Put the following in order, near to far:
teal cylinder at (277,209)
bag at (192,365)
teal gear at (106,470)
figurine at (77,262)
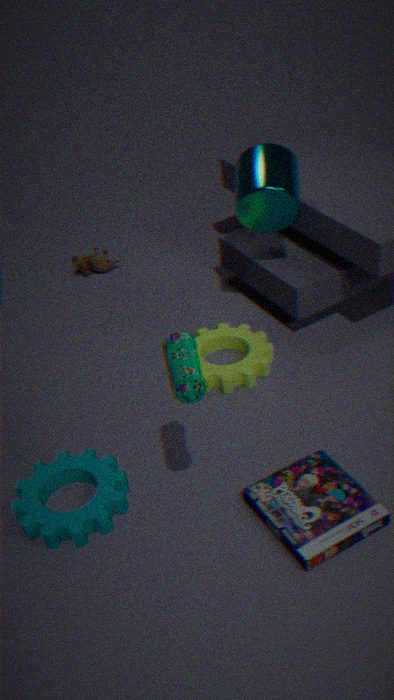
bag at (192,365)
teal gear at (106,470)
teal cylinder at (277,209)
figurine at (77,262)
